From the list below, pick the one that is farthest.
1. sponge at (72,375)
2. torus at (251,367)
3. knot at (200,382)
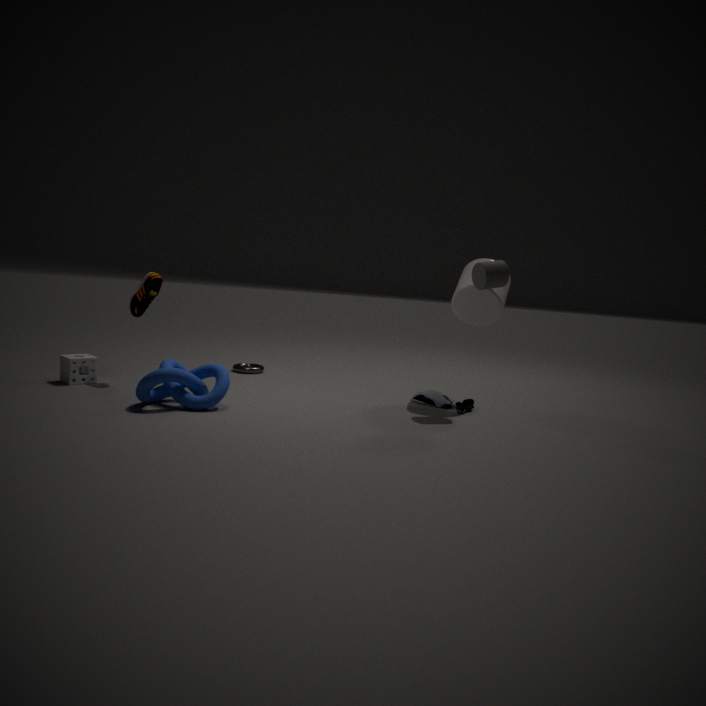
torus at (251,367)
